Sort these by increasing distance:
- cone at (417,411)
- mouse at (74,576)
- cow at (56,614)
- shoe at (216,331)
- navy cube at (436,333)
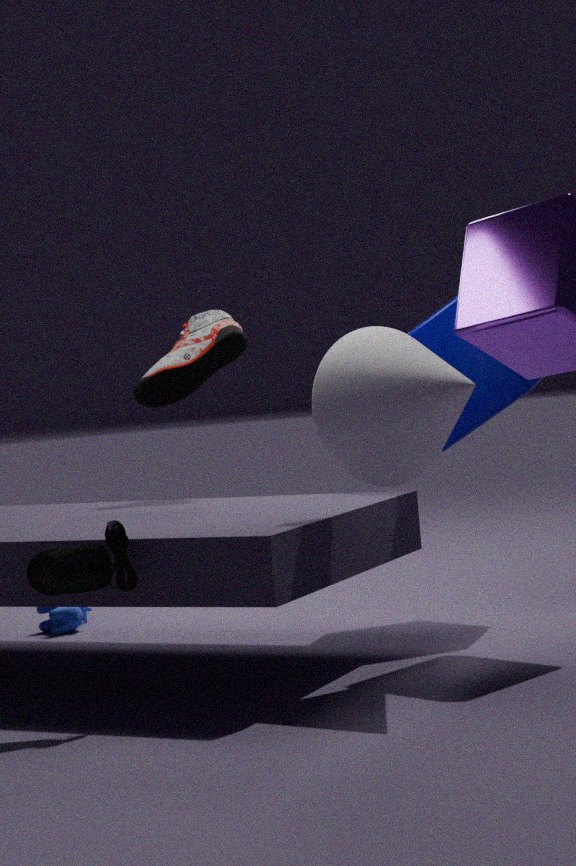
mouse at (74,576) < cone at (417,411) < navy cube at (436,333) < shoe at (216,331) < cow at (56,614)
